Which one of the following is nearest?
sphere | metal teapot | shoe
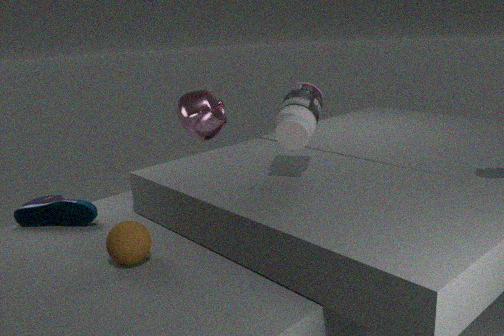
sphere
